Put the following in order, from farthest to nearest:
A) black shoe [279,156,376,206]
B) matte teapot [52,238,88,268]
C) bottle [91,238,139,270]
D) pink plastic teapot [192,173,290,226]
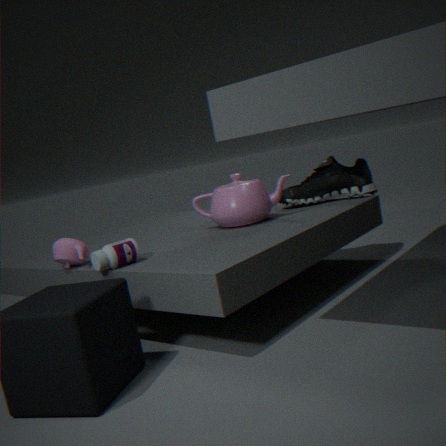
1. black shoe [279,156,376,206]
2. pink plastic teapot [192,173,290,226]
3. matte teapot [52,238,88,268]
4. bottle [91,238,139,270]
